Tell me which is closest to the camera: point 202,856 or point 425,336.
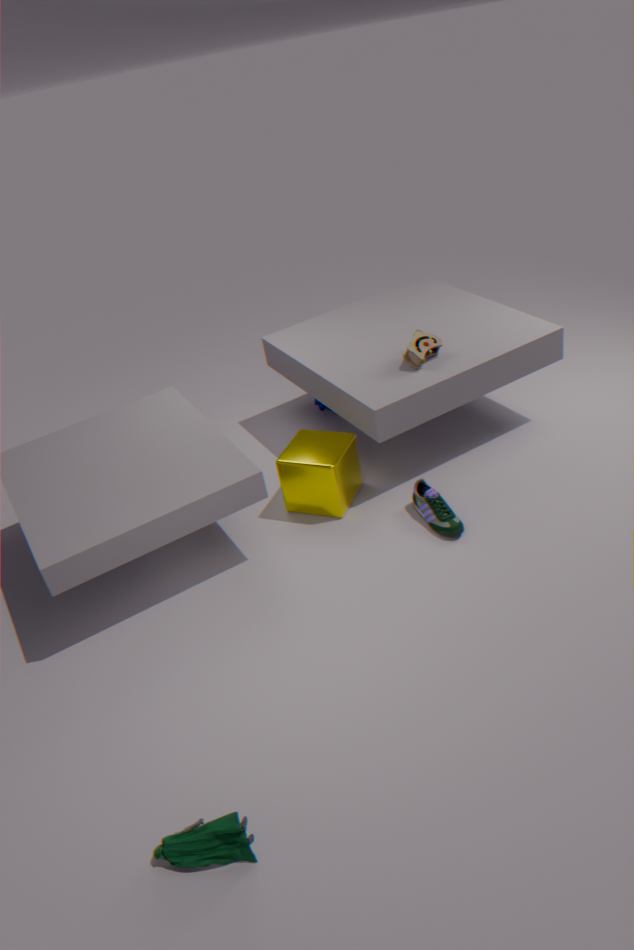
point 202,856
